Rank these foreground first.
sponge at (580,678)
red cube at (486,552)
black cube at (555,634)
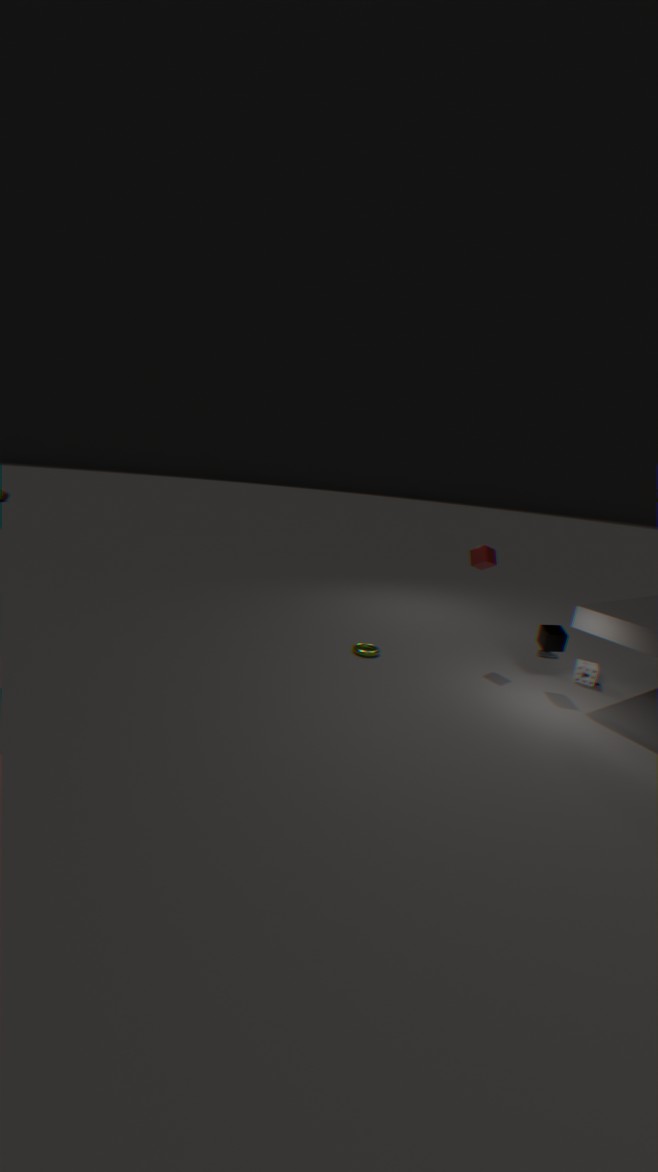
1. black cube at (555,634)
2. sponge at (580,678)
3. red cube at (486,552)
